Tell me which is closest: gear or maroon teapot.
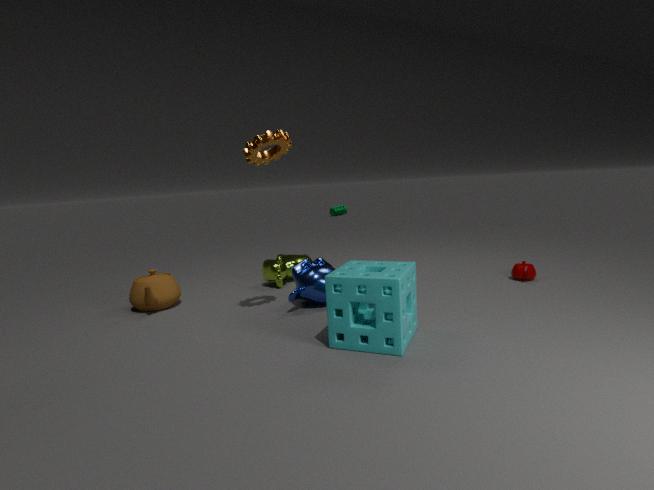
gear
